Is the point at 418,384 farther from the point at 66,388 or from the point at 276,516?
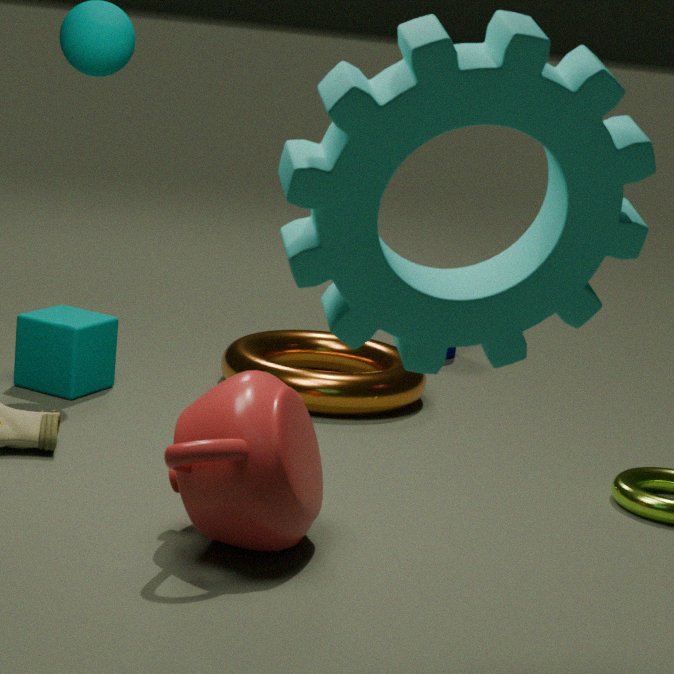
the point at 276,516
